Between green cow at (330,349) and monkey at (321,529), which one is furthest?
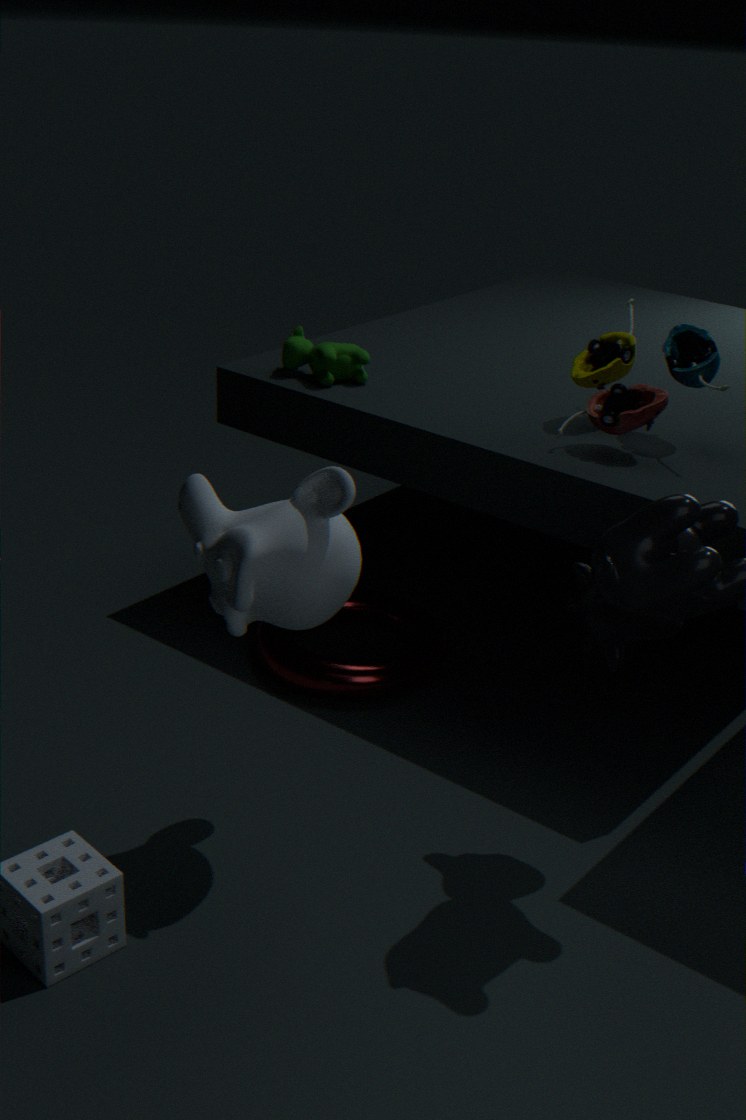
green cow at (330,349)
